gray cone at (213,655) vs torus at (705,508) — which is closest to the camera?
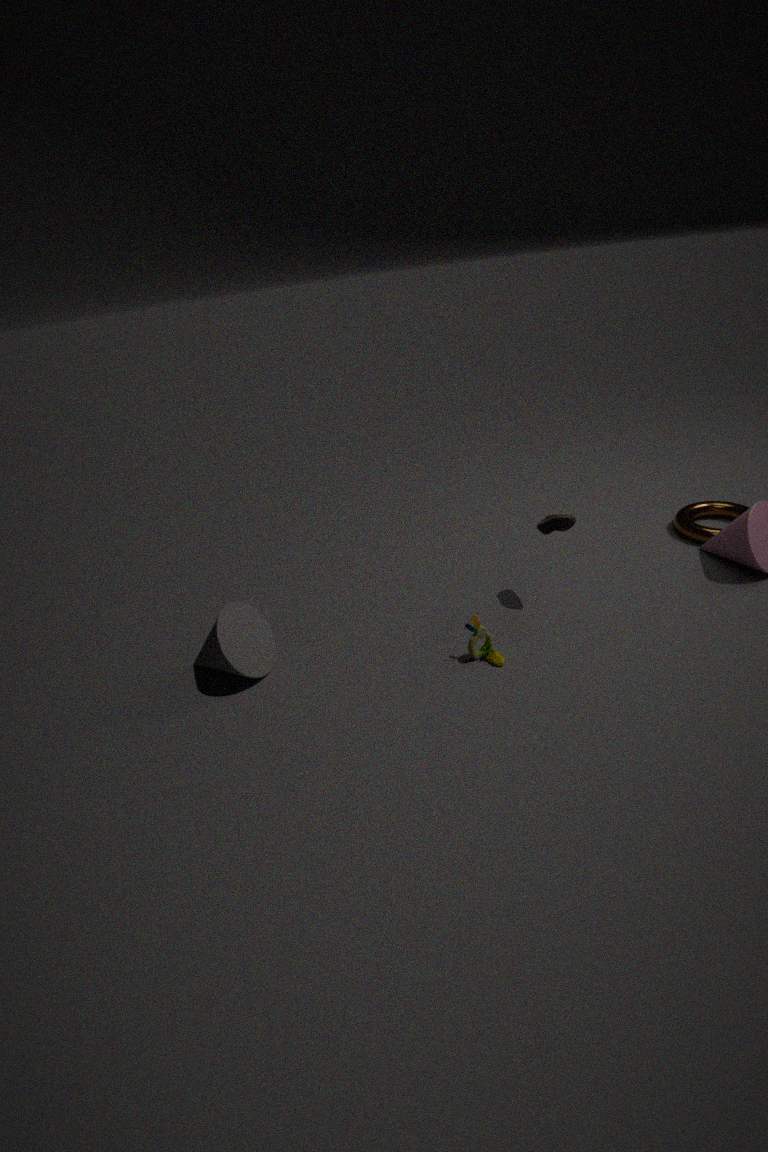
gray cone at (213,655)
